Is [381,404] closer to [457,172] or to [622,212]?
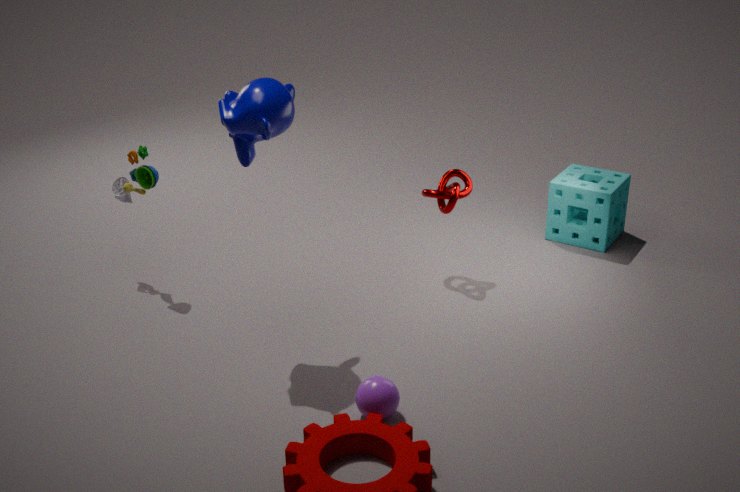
[457,172]
